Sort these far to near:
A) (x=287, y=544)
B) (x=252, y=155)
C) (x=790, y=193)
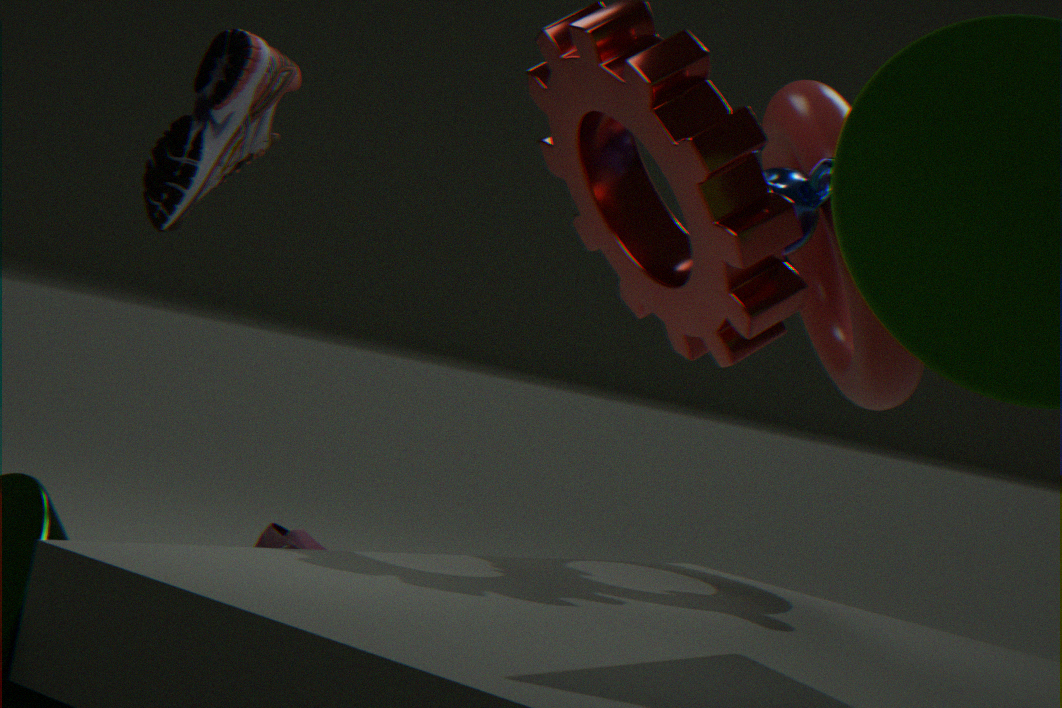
(x=287, y=544) → (x=252, y=155) → (x=790, y=193)
